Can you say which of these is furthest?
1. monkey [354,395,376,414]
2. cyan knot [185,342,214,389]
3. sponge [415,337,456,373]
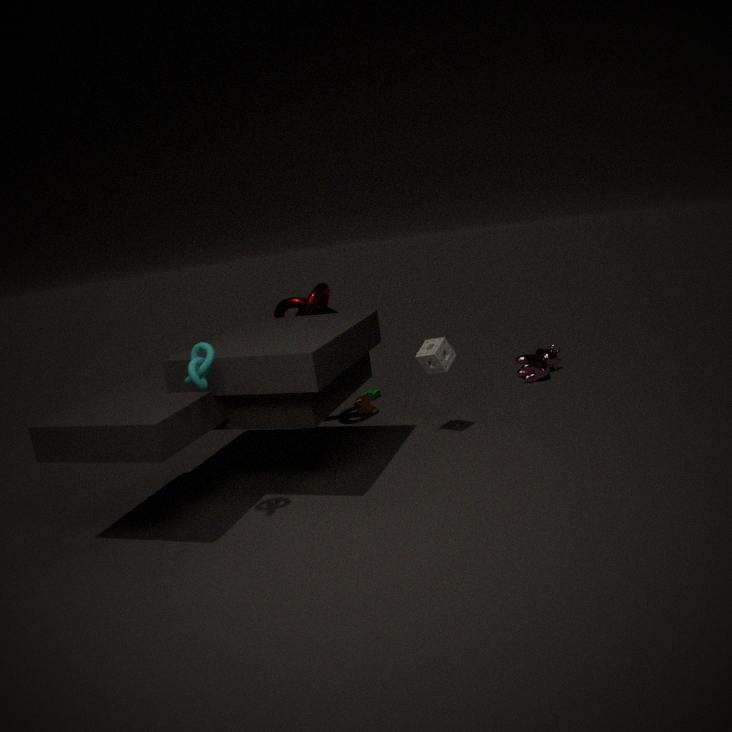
monkey [354,395,376,414]
